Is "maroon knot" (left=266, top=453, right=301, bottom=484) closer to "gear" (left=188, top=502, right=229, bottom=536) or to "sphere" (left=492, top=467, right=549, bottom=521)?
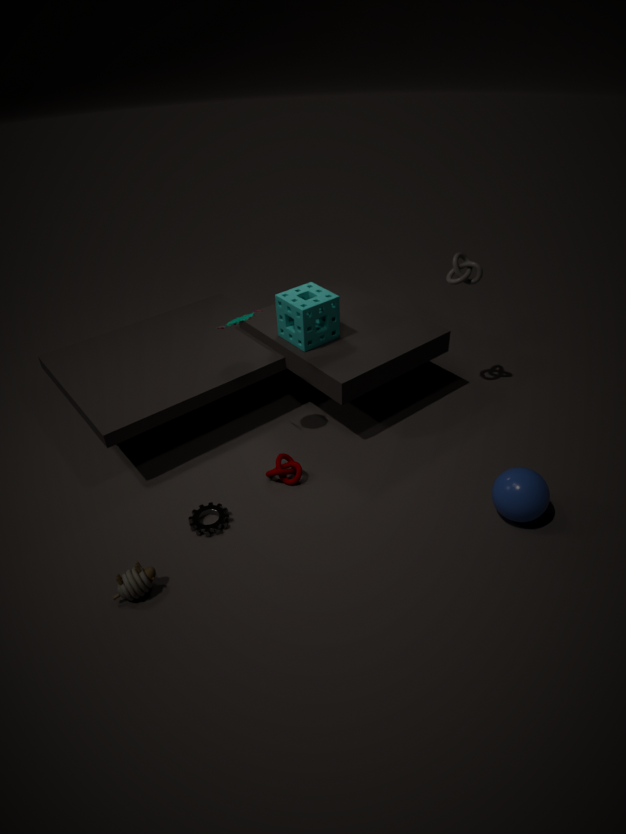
"gear" (left=188, top=502, right=229, bottom=536)
